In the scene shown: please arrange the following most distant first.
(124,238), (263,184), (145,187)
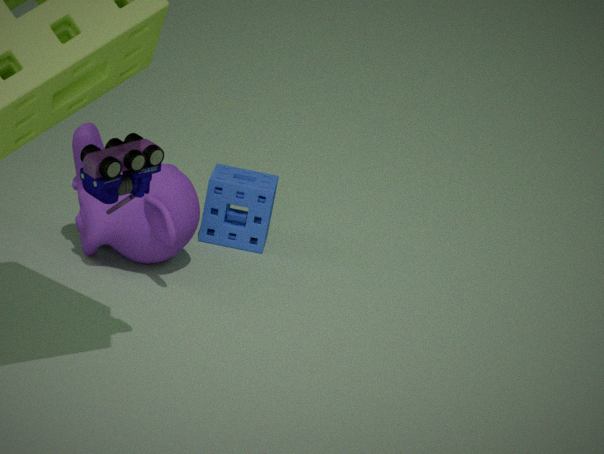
(263,184), (124,238), (145,187)
